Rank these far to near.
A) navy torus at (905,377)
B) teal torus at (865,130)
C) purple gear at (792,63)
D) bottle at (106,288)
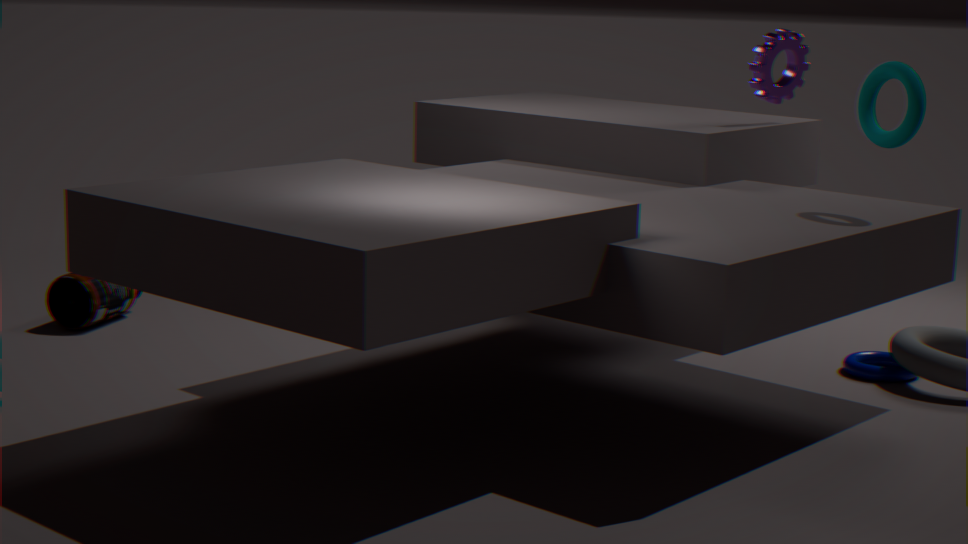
bottle at (106,288), purple gear at (792,63), navy torus at (905,377), teal torus at (865,130)
